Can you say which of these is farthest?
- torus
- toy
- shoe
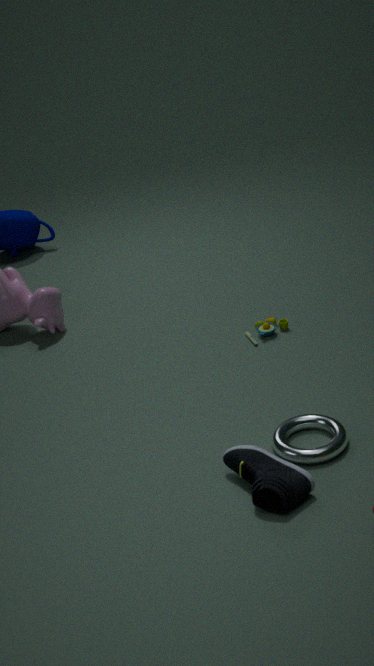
toy
